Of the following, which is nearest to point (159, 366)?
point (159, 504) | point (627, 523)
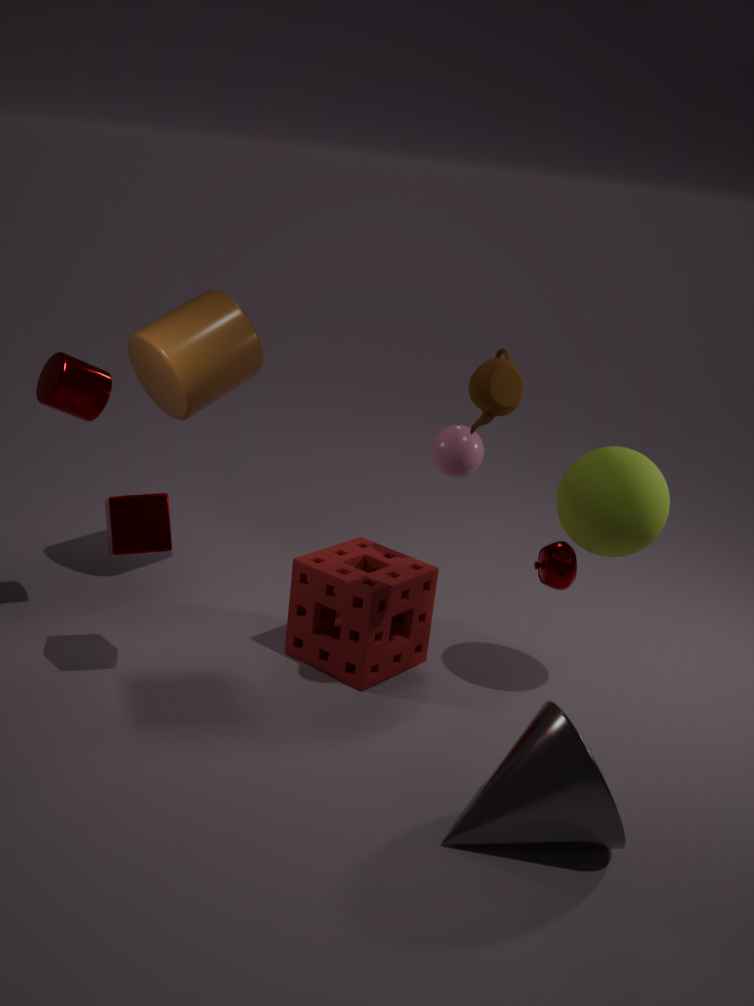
point (159, 504)
